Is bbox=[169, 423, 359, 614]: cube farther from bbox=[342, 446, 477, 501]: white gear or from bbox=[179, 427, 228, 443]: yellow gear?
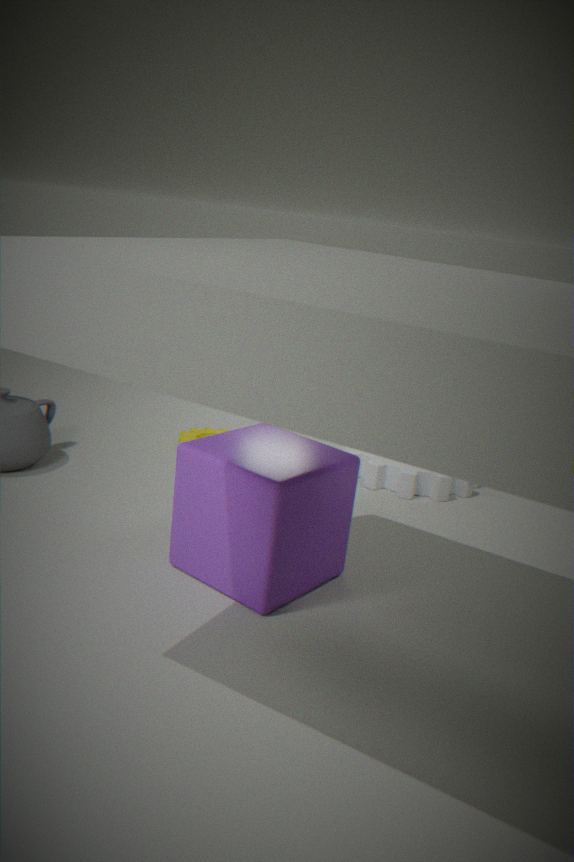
bbox=[342, 446, 477, 501]: white gear
